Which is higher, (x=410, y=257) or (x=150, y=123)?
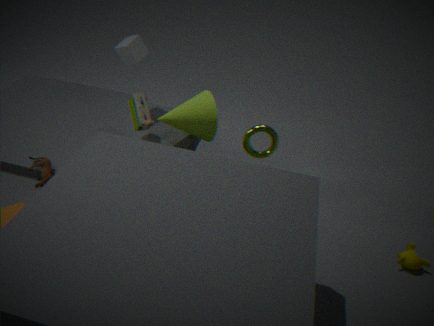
(x=150, y=123)
